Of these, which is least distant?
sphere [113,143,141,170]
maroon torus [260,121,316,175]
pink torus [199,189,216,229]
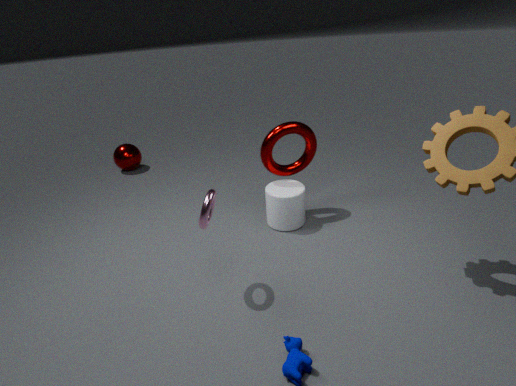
pink torus [199,189,216,229]
